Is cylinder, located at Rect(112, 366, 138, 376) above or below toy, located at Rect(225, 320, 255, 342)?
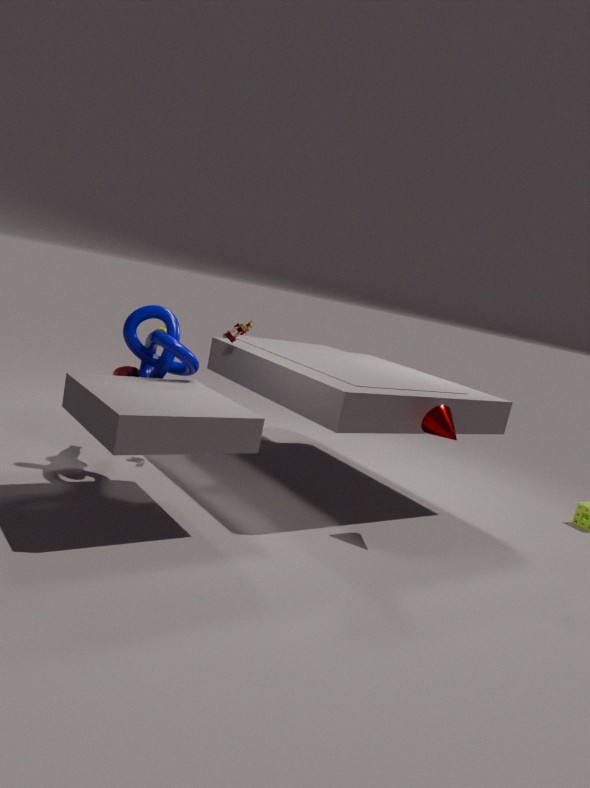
below
